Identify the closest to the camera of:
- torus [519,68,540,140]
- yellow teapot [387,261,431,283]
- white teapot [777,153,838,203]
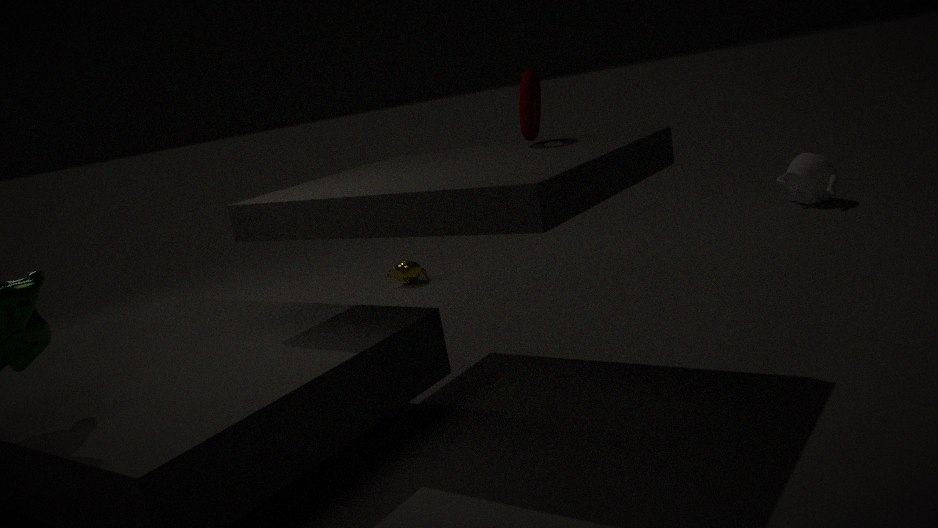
torus [519,68,540,140]
